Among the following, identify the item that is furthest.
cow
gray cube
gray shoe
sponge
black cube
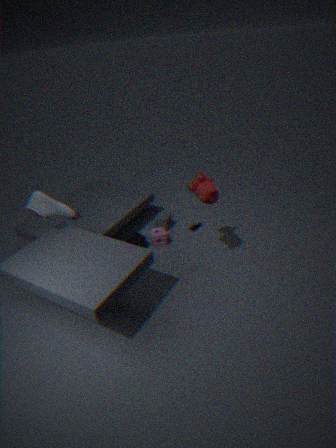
gray cube
